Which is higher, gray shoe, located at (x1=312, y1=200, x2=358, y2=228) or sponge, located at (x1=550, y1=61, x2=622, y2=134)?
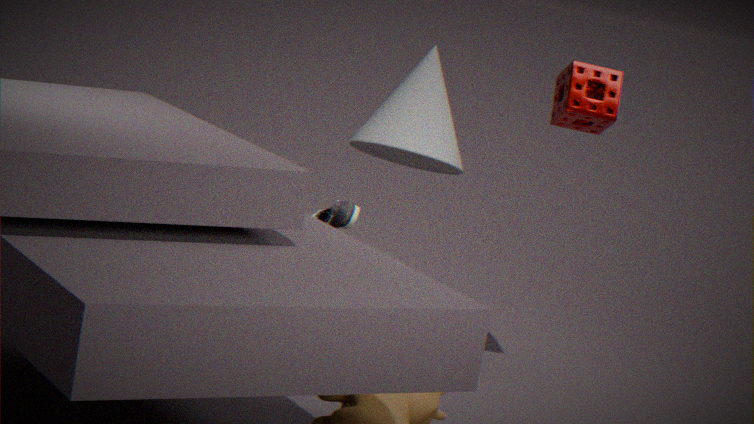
sponge, located at (x1=550, y1=61, x2=622, y2=134)
